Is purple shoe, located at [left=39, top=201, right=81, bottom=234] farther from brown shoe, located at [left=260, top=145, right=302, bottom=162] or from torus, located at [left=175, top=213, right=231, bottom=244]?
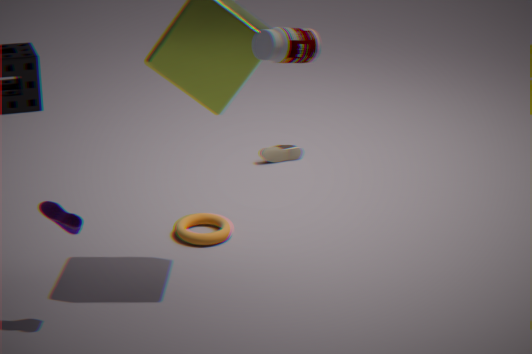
brown shoe, located at [left=260, top=145, right=302, bottom=162]
